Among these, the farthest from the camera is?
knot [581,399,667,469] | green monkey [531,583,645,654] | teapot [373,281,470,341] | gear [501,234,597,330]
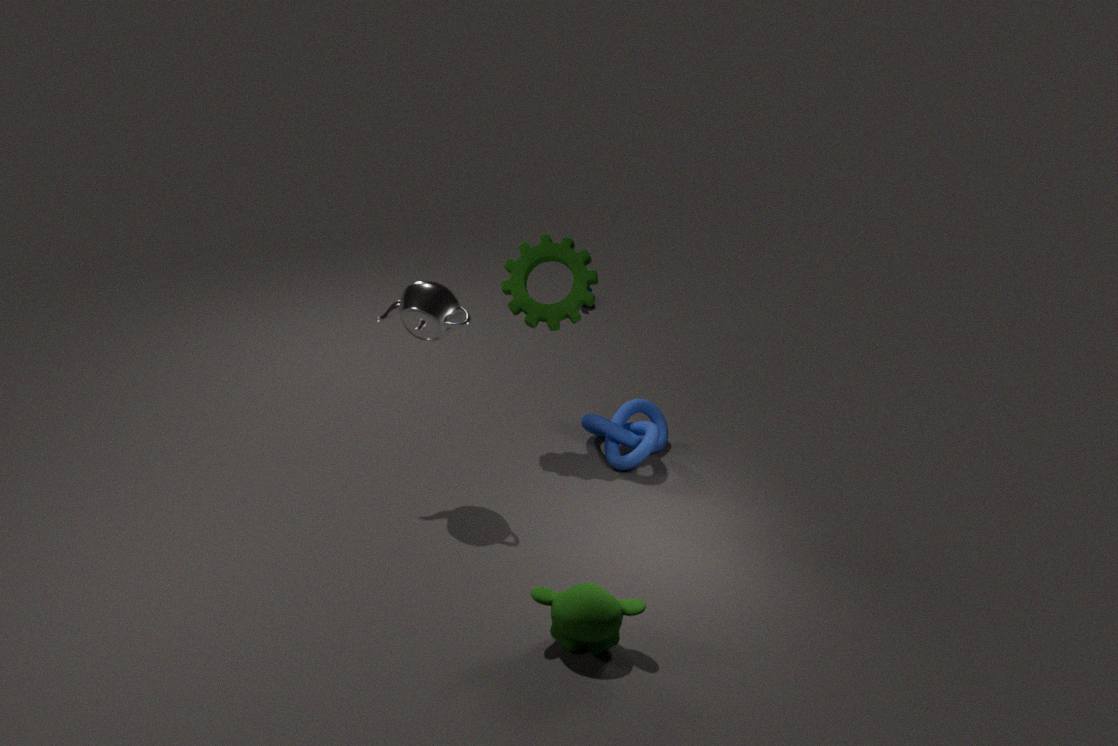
knot [581,399,667,469]
